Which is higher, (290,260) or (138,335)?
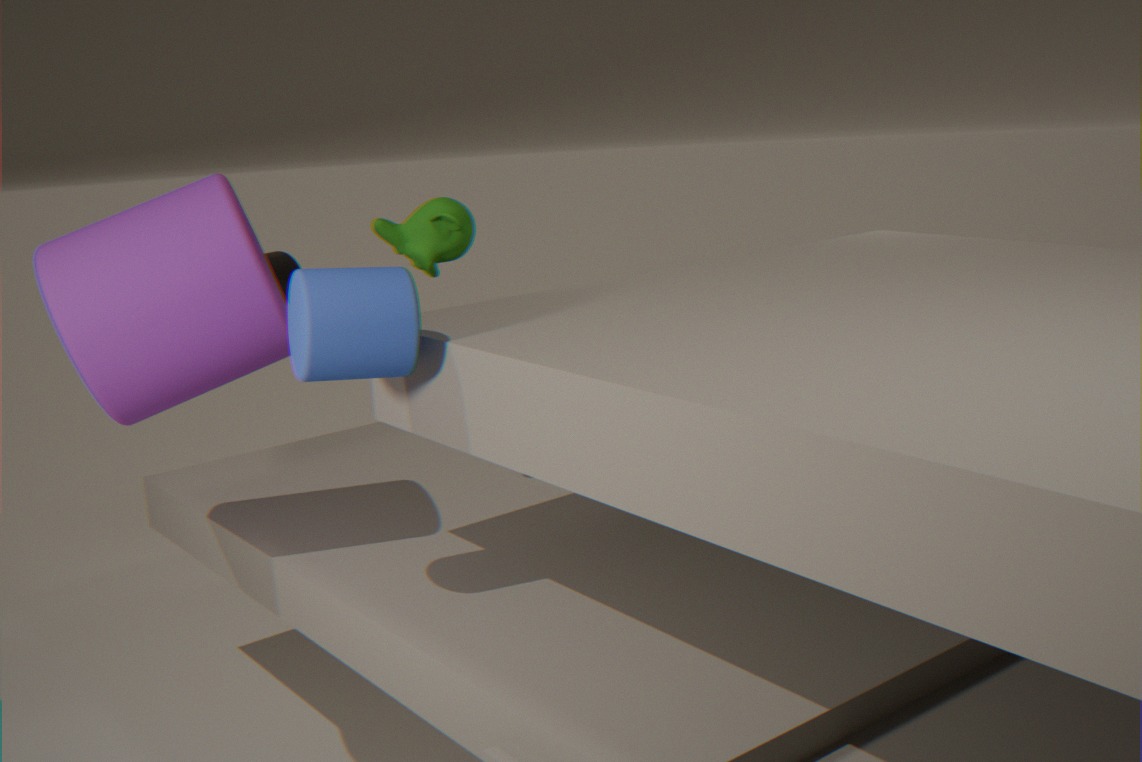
(138,335)
